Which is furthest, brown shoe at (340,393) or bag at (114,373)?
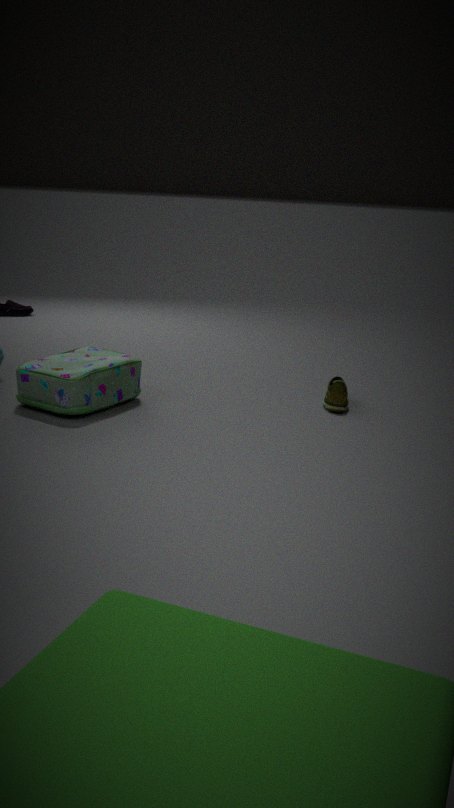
brown shoe at (340,393)
